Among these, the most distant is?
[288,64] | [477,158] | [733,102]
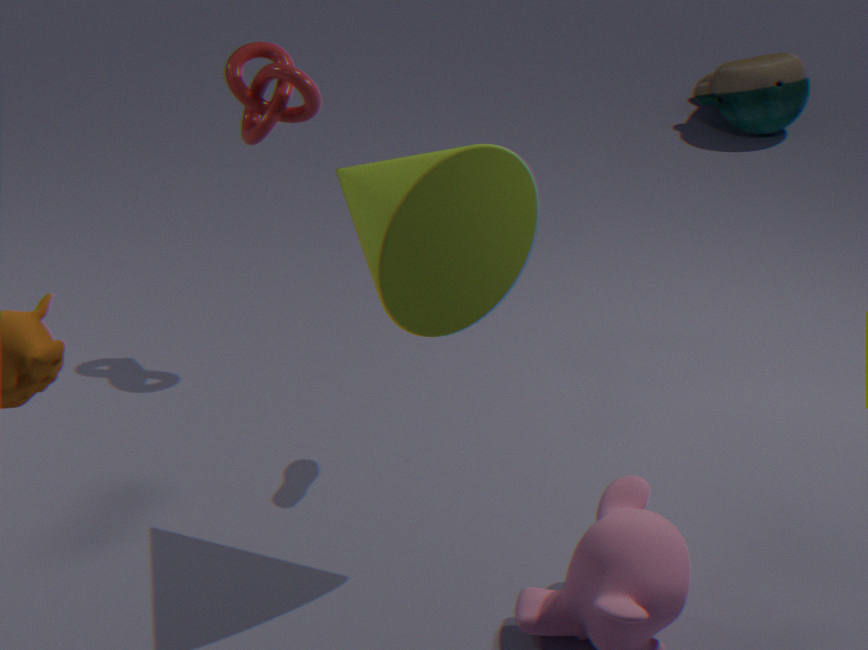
[733,102]
